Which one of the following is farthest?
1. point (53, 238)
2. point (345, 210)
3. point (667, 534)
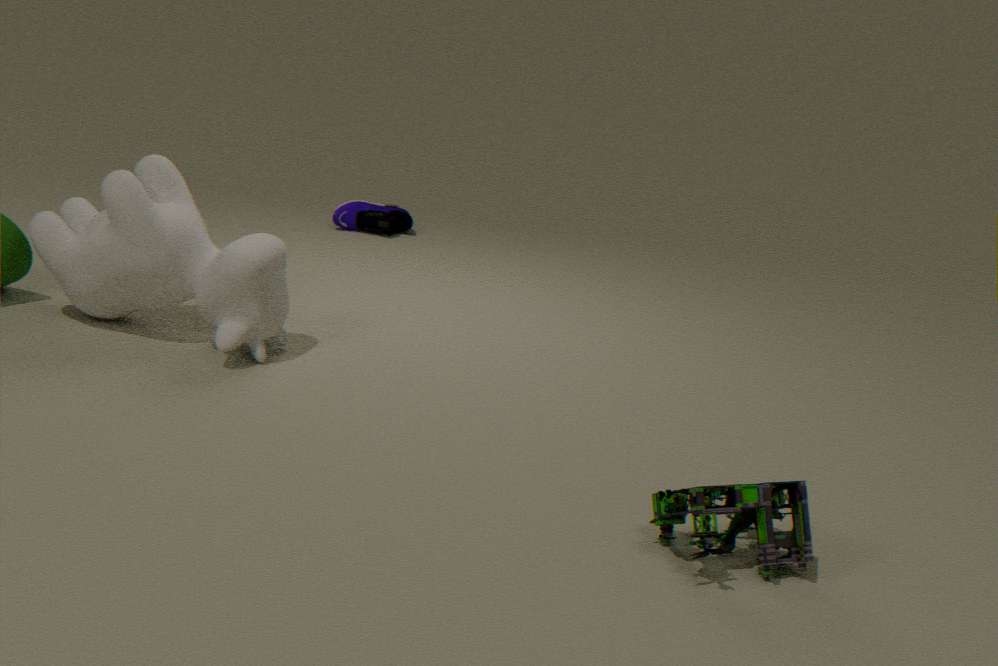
point (345, 210)
